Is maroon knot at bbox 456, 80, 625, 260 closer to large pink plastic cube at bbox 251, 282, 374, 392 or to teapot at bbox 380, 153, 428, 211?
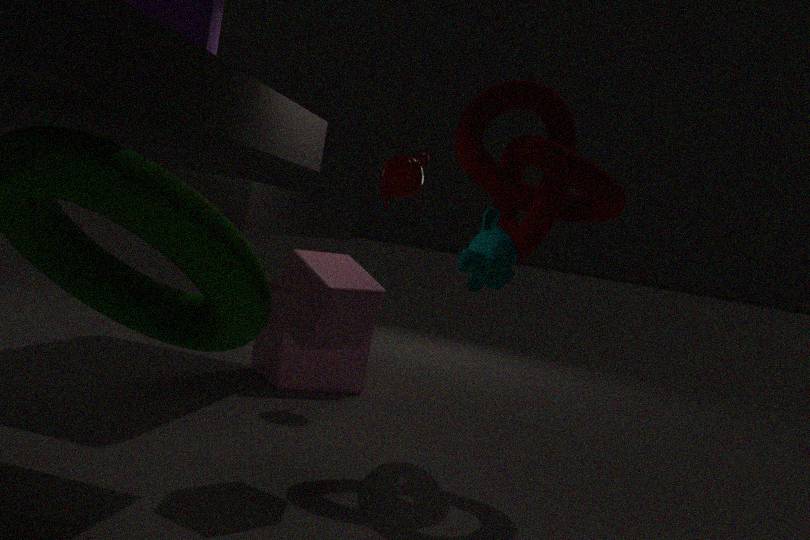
teapot at bbox 380, 153, 428, 211
